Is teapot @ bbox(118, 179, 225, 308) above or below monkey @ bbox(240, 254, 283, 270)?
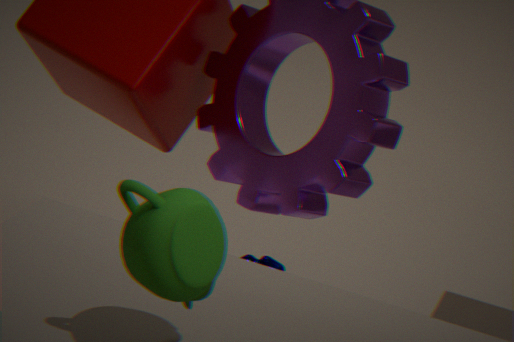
above
